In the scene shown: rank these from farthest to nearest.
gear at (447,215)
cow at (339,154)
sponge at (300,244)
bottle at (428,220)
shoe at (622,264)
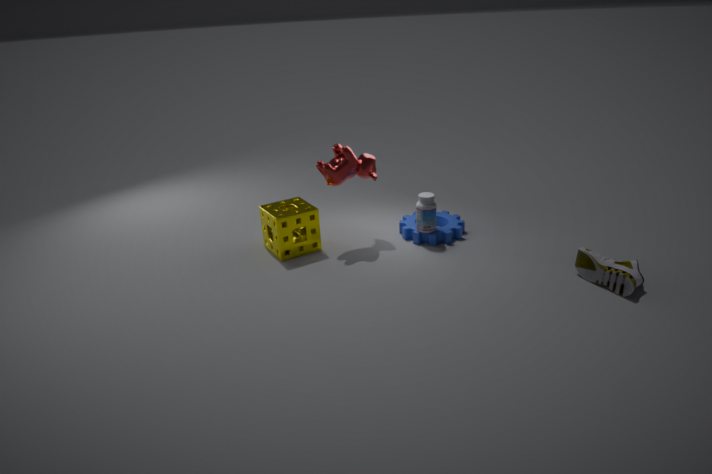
gear at (447,215) < bottle at (428,220) < sponge at (300,244) < cow at (339,154) < shoe at (622,264)
